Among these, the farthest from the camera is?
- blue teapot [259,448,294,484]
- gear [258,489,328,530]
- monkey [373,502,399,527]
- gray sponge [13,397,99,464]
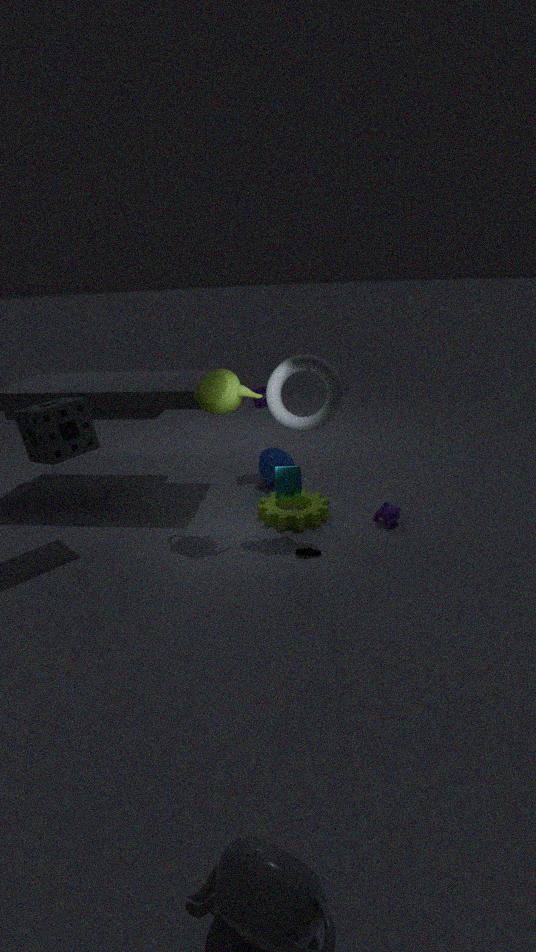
blue teapot [259,448,294,484]
